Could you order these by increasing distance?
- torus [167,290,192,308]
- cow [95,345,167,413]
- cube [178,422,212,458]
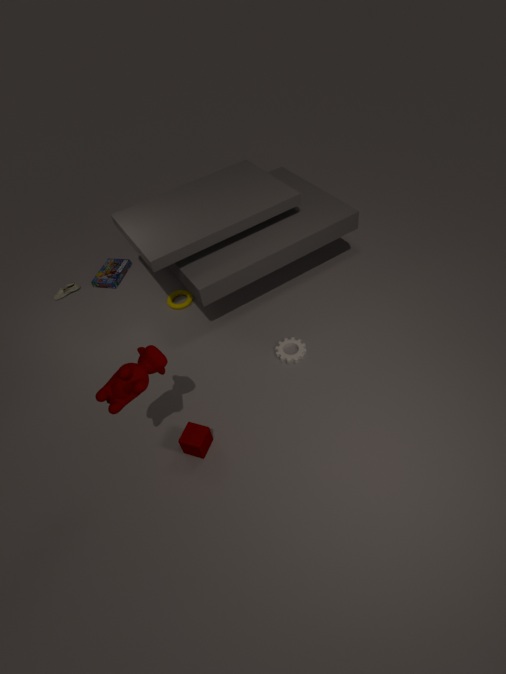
cow [95,345,167,413]
cube [178,422,212,458]
torus [167,290,192,308]
